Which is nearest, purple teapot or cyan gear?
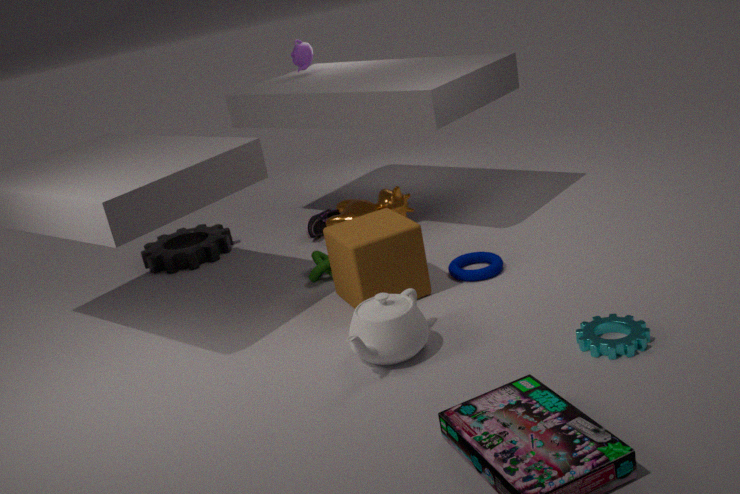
cyan gear
